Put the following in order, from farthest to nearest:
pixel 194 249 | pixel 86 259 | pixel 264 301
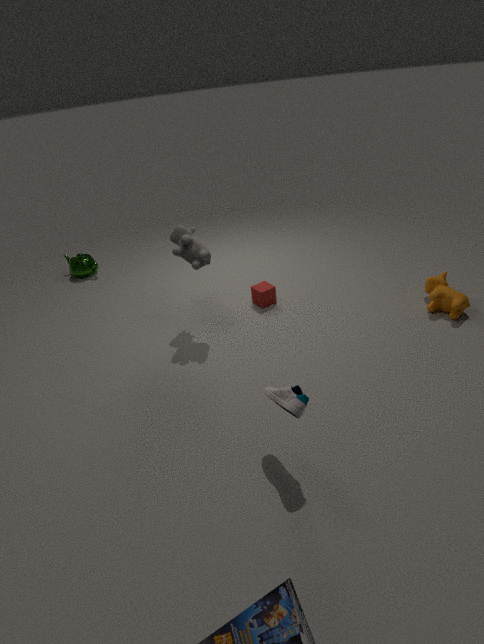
pixel 86 259, pixel 264 301, pixel 194 249
